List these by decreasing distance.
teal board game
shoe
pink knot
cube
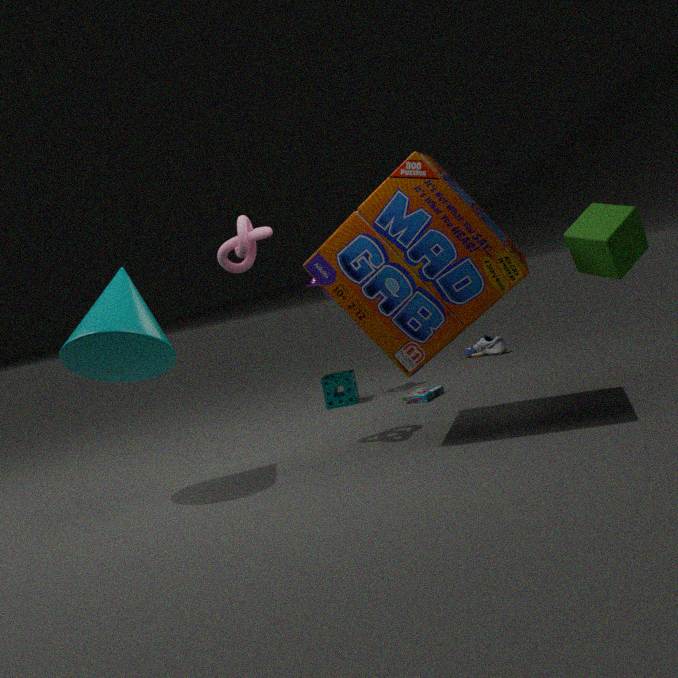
shoe < teal board game < pink knot < cube
